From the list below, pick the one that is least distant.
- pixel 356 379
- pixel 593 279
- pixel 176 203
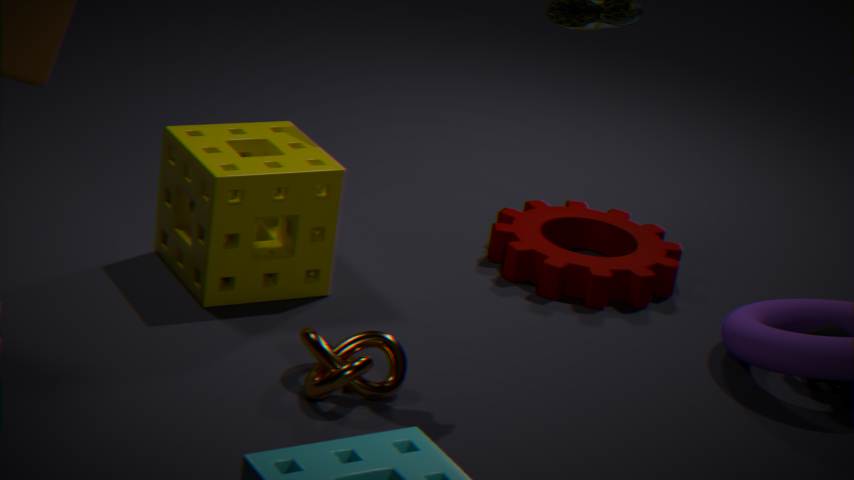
pixel 356 379
